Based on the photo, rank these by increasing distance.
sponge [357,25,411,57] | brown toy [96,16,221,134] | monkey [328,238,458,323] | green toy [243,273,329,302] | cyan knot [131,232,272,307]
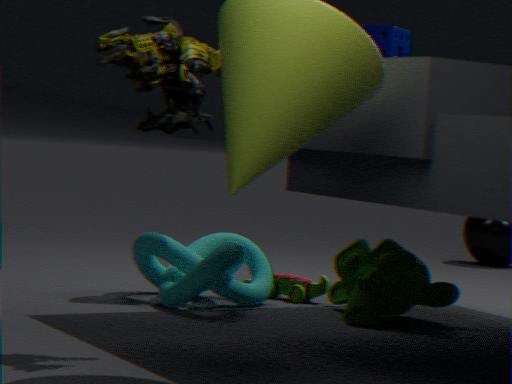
brown toy [96,16,221,134] → sponge [357,25,411,57] → monkey [328,238,458,323] → cyan knot [131,232,272,307] → green toy [243,273,329,302]
